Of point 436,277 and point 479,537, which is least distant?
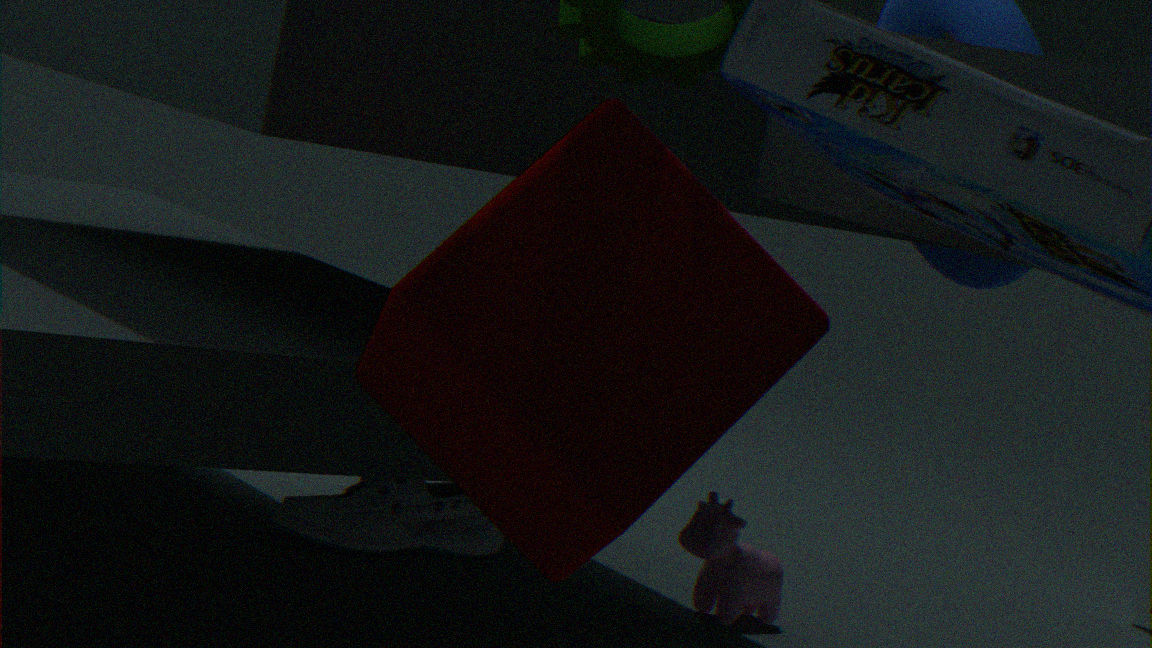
point 436,277
